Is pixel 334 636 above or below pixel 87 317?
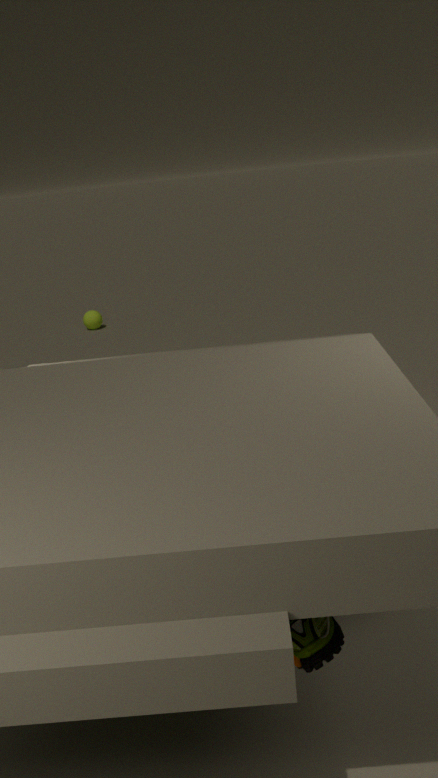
above
